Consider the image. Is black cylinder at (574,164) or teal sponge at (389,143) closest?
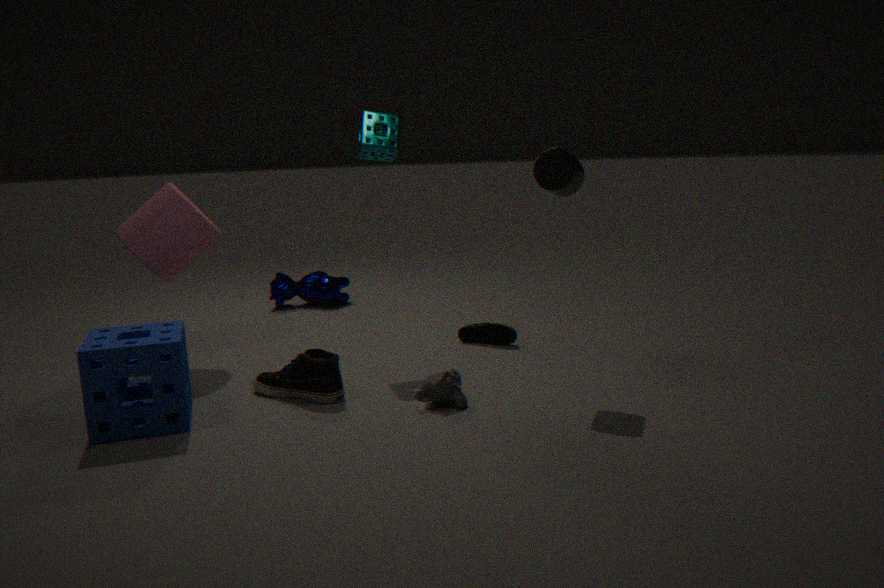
black cylinder at (574,164)
